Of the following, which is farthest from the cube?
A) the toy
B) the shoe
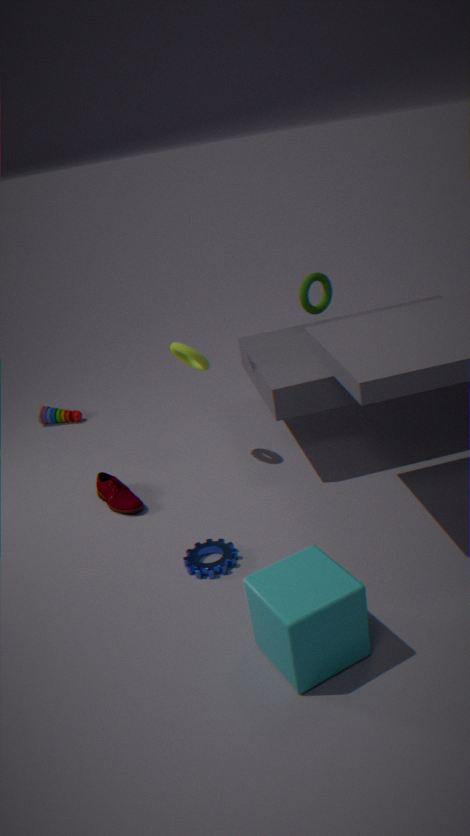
the toy
